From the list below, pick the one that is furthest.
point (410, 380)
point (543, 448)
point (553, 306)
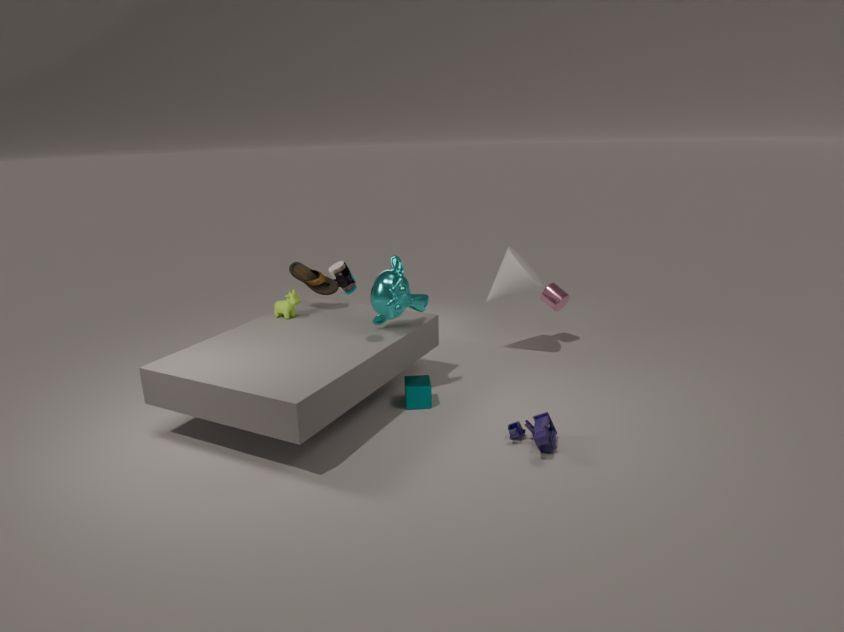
point (553, 306)
